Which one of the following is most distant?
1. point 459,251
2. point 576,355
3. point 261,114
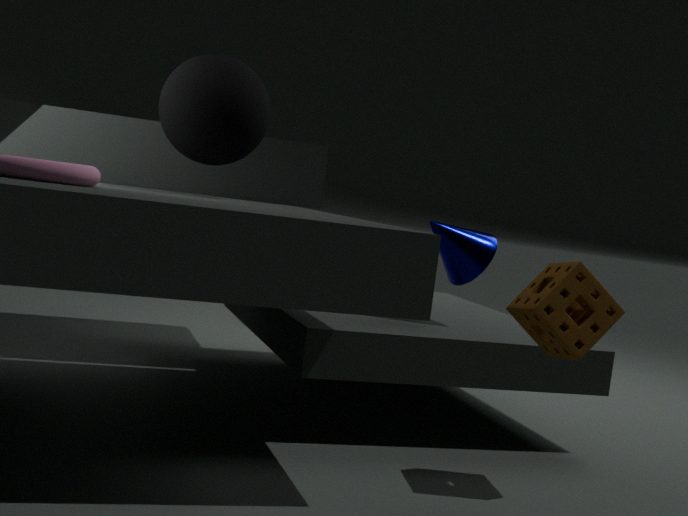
point 459,251
